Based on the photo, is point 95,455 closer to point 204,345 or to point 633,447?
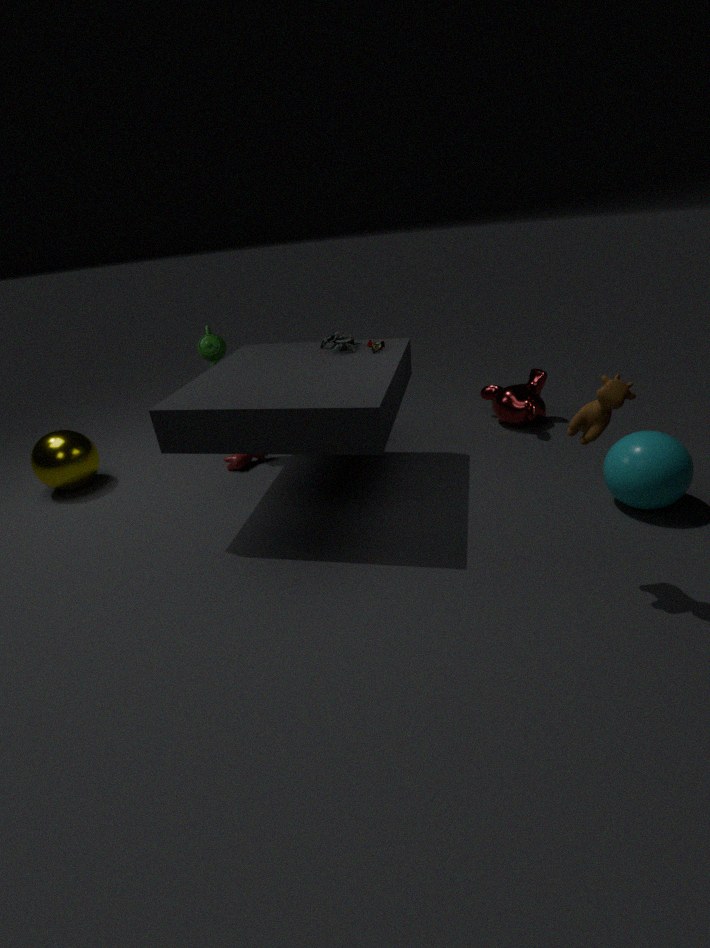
point 204,345
